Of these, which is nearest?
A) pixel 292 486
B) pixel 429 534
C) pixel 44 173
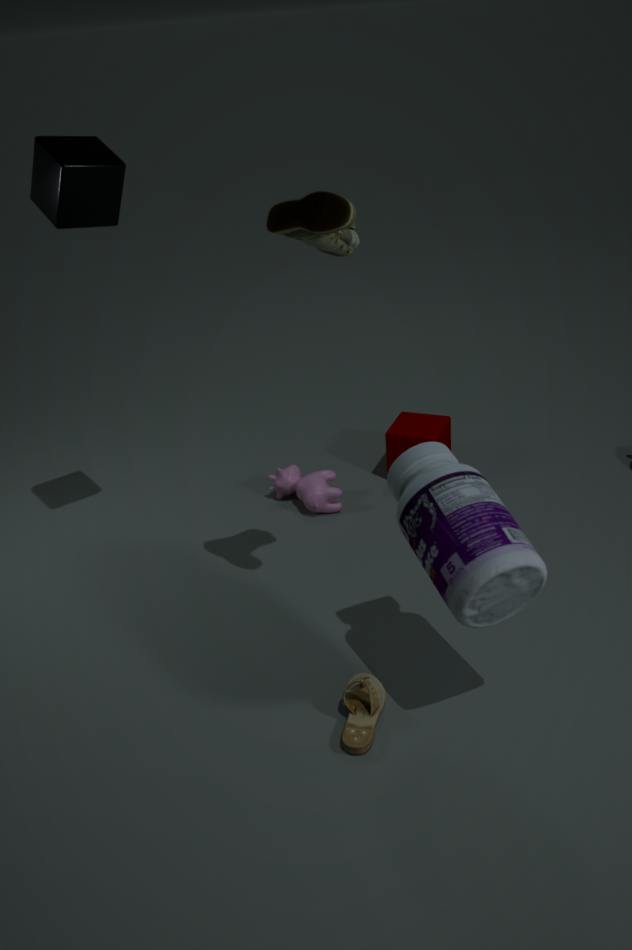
pixel 429 534
